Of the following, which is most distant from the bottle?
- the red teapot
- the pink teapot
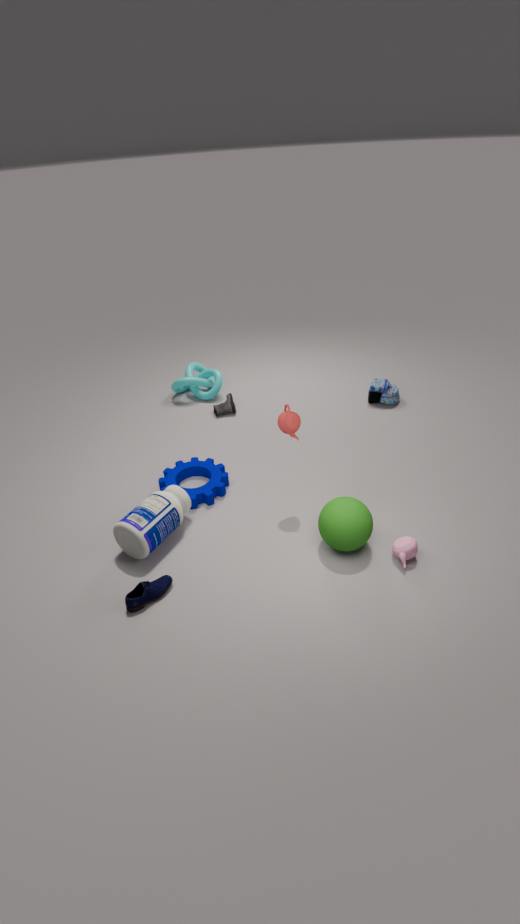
the pink teapot
